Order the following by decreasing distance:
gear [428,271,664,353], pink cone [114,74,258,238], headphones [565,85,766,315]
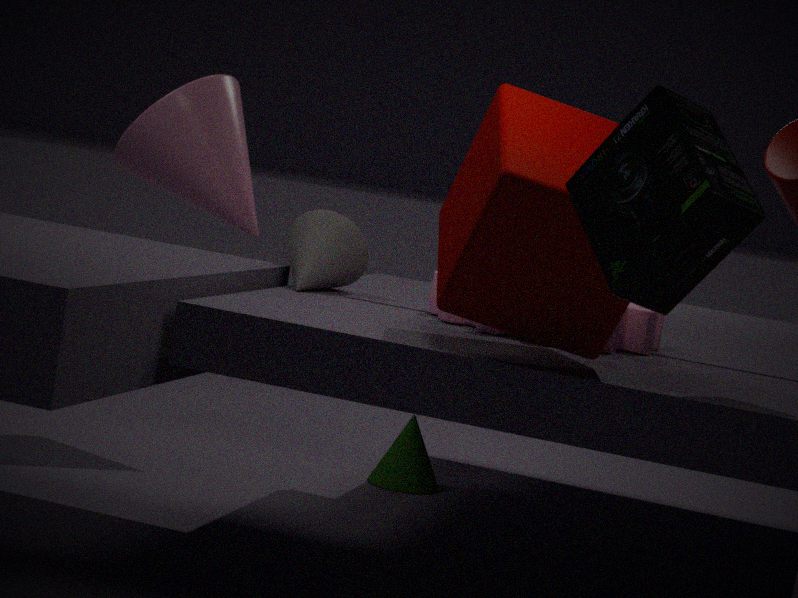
pink cone [114,74,258,238]
gear [428,271,664,353]
headphones [565,85,766,315]
